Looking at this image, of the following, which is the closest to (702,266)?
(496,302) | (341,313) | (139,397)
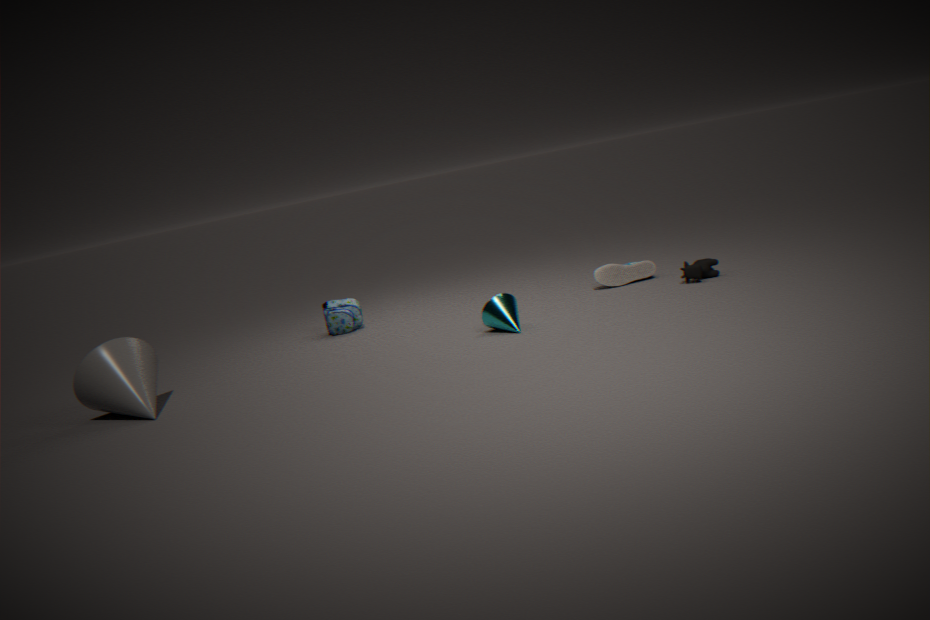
(496,302)
